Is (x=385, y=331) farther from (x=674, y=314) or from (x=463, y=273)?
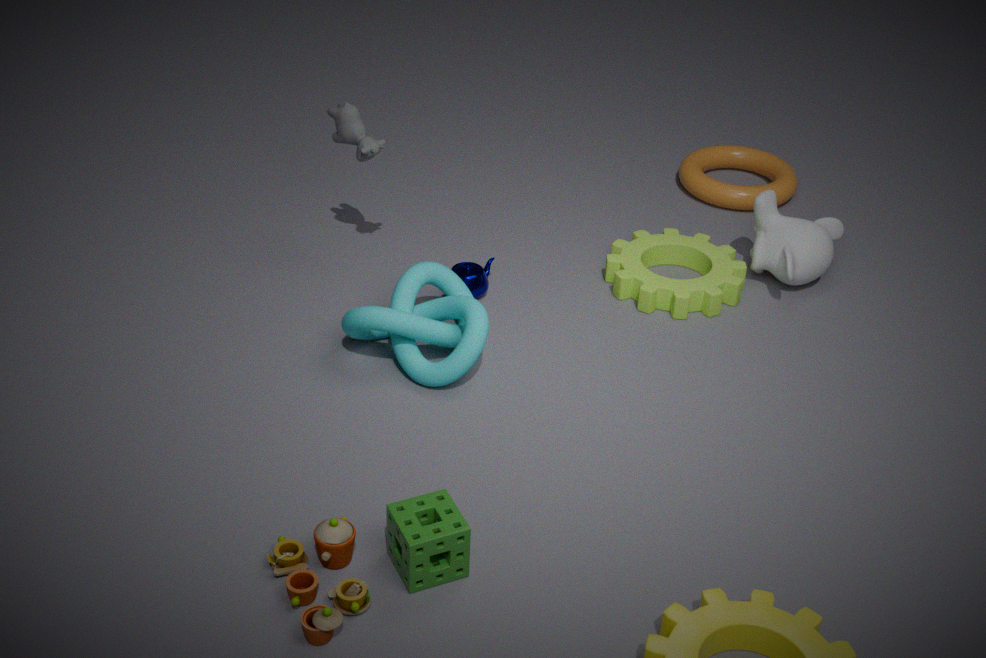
(x=674, y=314)
